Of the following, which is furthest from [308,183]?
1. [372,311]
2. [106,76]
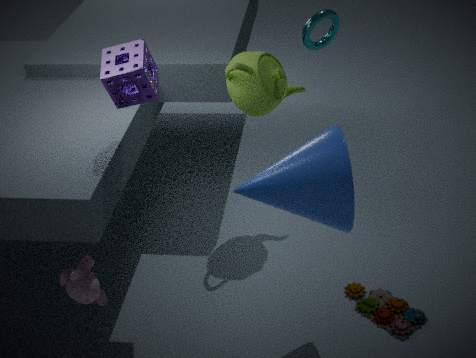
[106,76]
